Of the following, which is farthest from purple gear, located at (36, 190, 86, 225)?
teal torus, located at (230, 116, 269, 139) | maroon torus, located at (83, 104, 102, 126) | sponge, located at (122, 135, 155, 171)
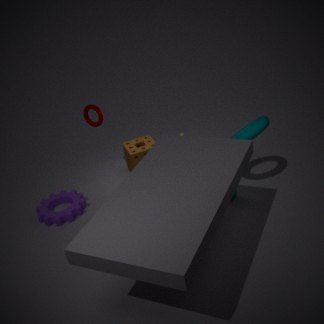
teal torus, located at (230, 116, 269, 139)
